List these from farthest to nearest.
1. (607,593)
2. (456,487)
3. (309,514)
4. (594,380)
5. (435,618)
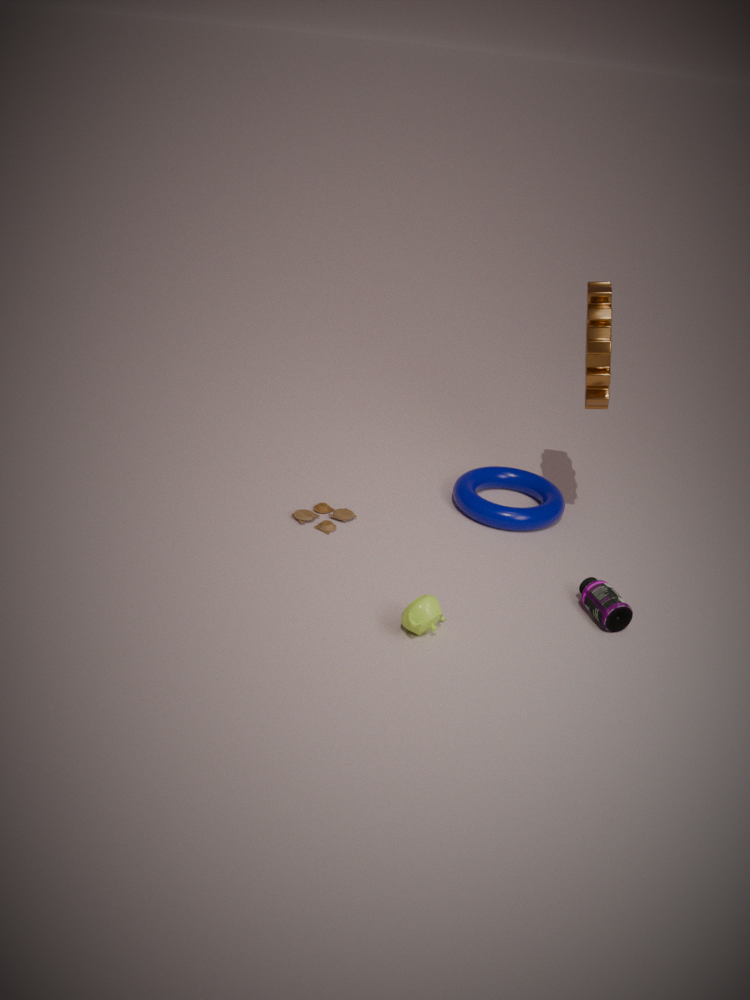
(456,487) → (309,514) → (594,380) → (607,593) → (435,618)
